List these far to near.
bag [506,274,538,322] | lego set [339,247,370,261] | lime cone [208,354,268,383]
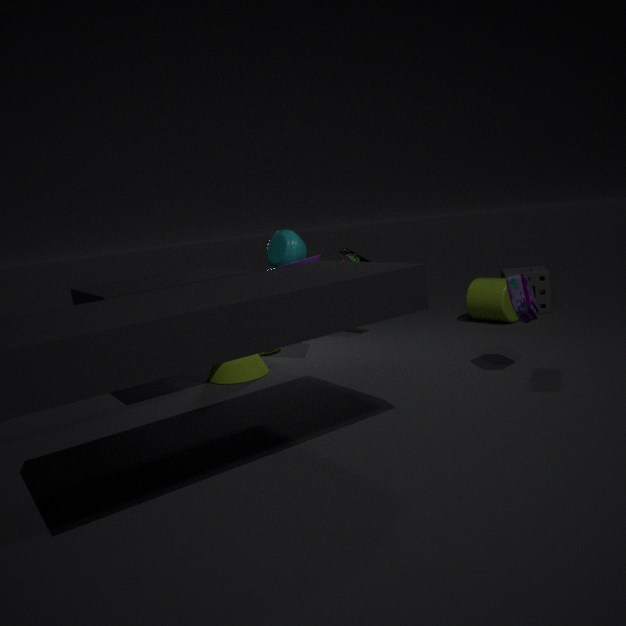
1. lego set [339,247,370,261]
2. lime cone [208,354,268,383]
3. bag [506,274,538,322]
